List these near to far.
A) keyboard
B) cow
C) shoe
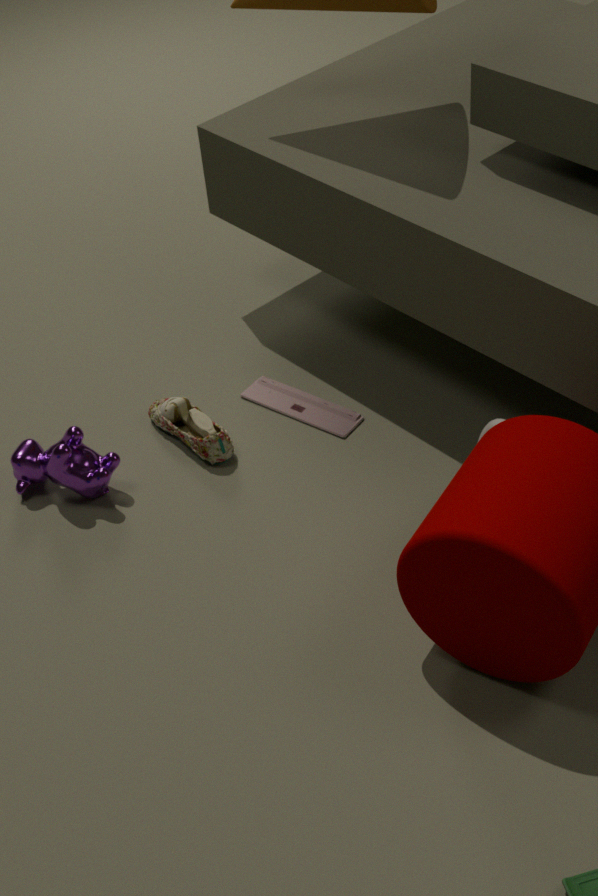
1. cow
2. shoe
3. keyboard
